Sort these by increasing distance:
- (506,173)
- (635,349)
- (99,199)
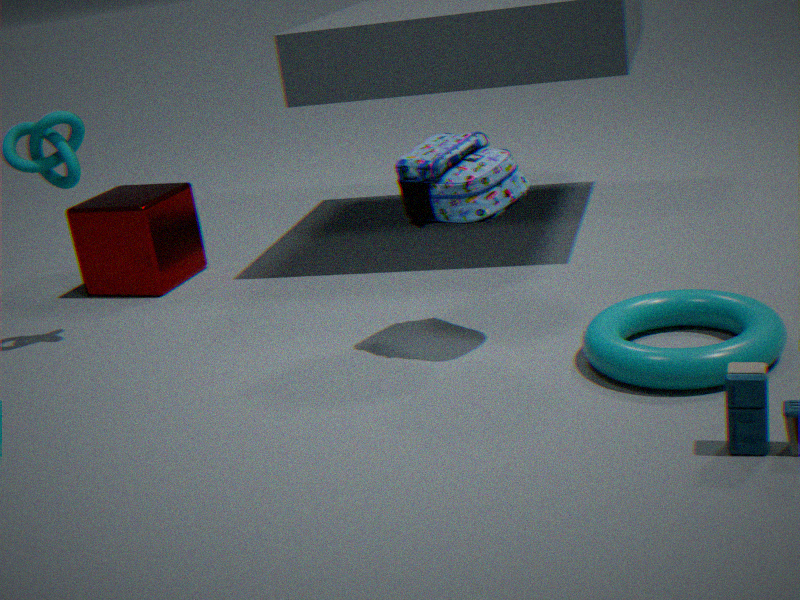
(635,349) < (506,173) < (99,199)
